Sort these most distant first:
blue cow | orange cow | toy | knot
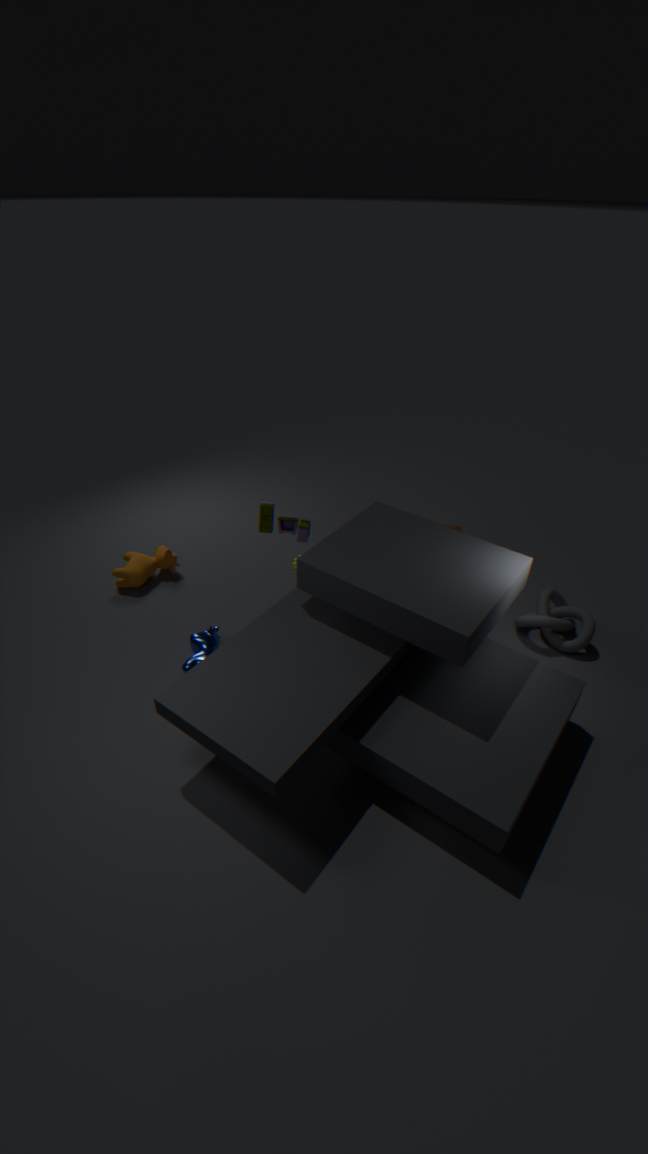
orange cow, knot, toy, blue cow
